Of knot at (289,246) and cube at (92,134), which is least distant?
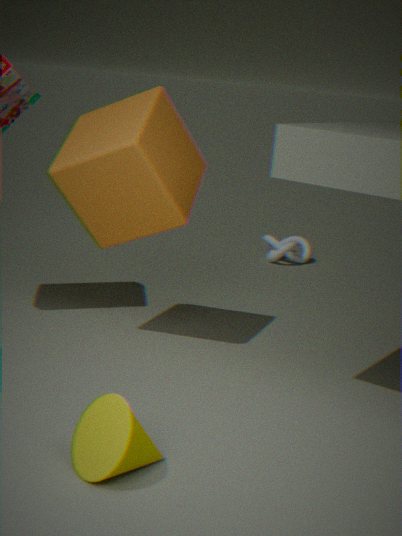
cube at (92,134)
